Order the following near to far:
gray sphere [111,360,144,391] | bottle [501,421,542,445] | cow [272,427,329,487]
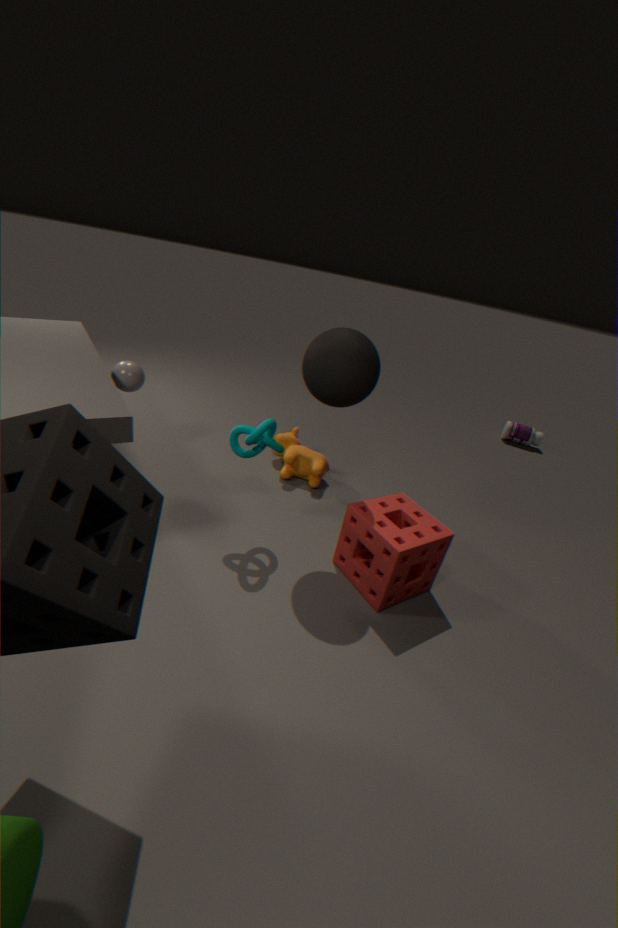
1. gray sphere [111,360,144,391]
2. cow [272,427,329,487]
3. bottle [501,421,542,445]
